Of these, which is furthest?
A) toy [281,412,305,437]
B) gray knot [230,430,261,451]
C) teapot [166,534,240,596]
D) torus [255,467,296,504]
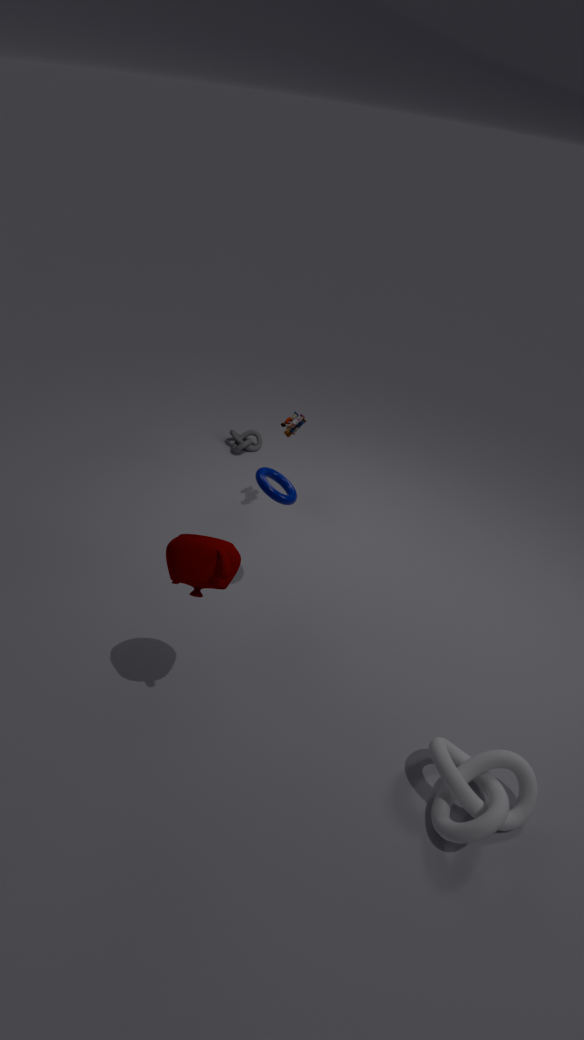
gray knot [230,430,261,451]
